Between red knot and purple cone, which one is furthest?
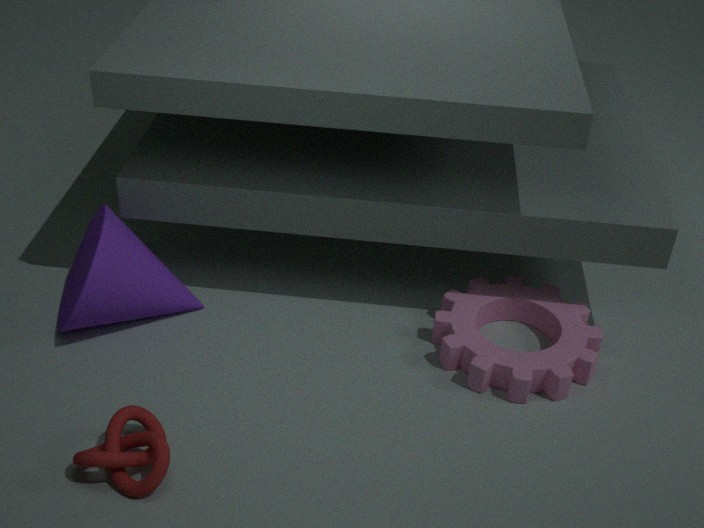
purple cone
